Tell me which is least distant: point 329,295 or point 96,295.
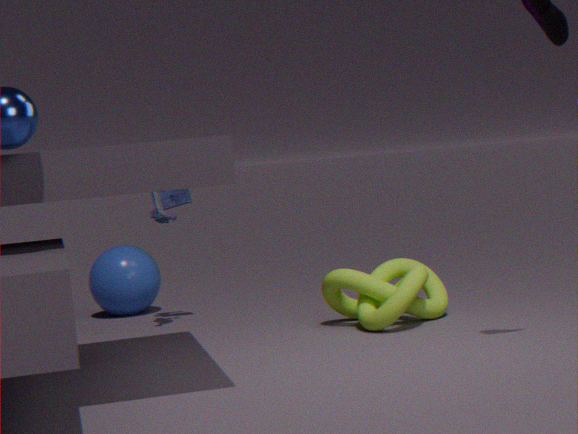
point 329,295
